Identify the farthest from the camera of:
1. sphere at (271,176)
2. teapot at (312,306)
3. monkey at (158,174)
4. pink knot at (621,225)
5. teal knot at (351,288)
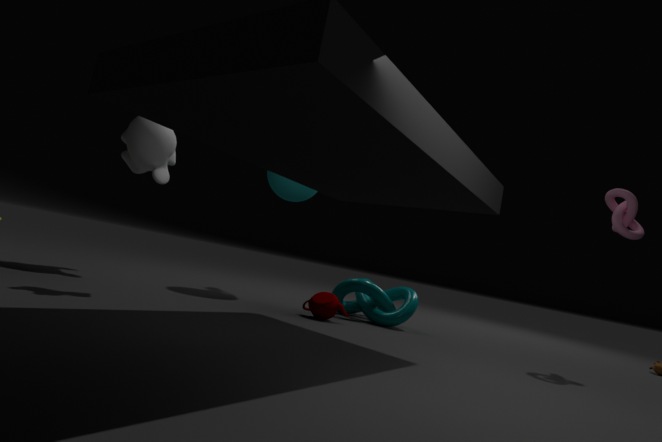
sphere at (271,176)
